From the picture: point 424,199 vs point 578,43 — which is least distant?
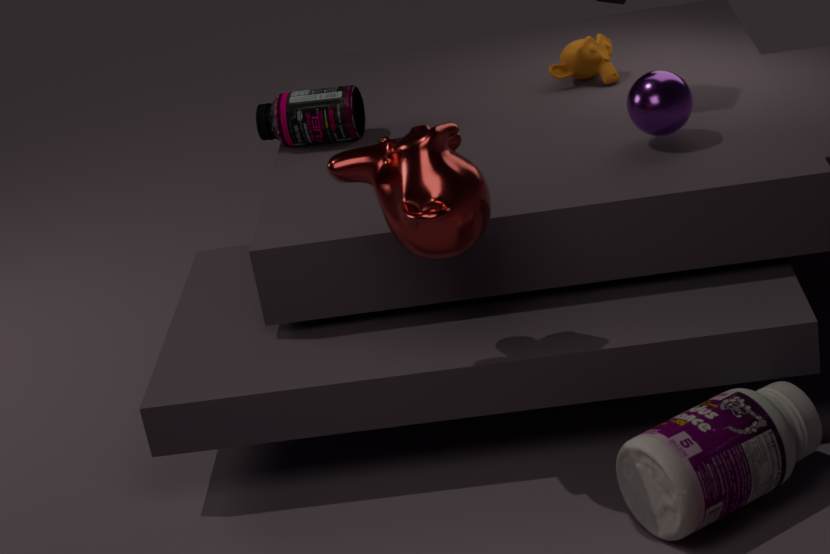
point 424,199
